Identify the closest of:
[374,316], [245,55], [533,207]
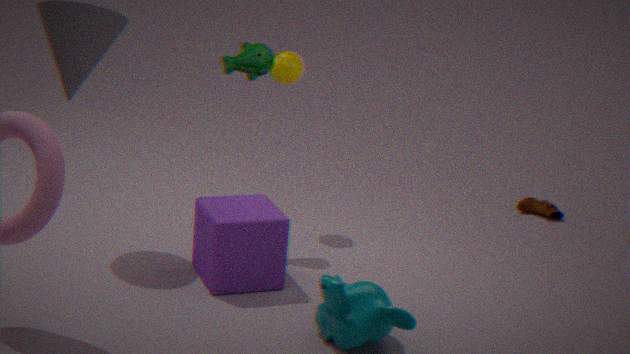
[374,316]
